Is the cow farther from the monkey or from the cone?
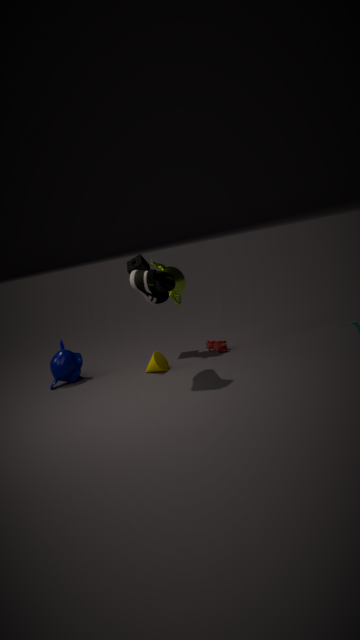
the monkey
